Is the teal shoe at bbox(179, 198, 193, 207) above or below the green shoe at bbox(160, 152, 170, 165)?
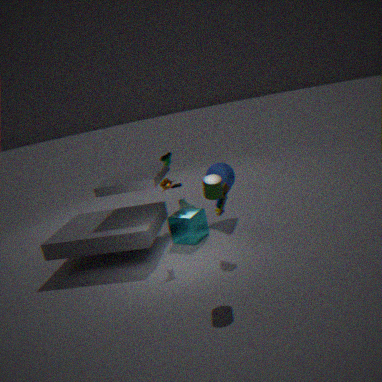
below
